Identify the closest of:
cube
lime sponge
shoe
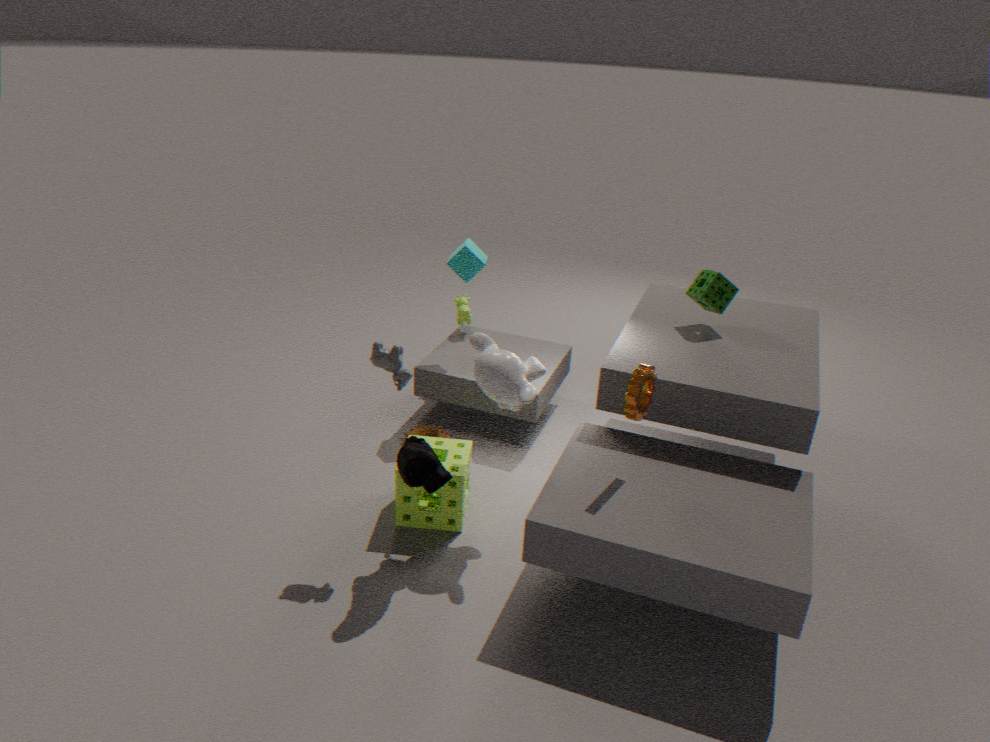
shoe
